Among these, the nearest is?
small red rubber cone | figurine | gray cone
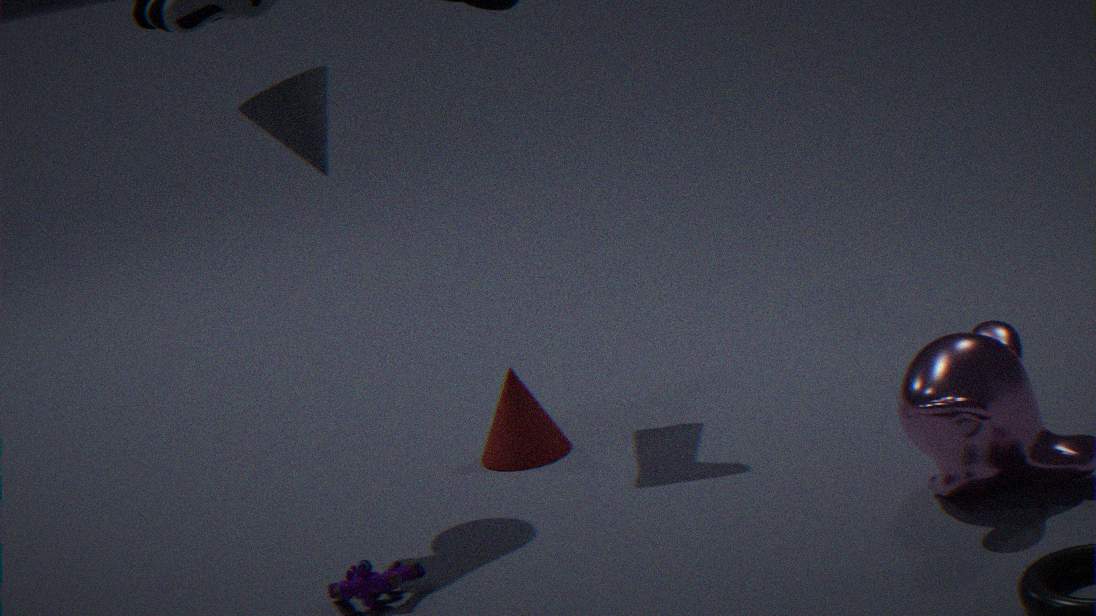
figurine
